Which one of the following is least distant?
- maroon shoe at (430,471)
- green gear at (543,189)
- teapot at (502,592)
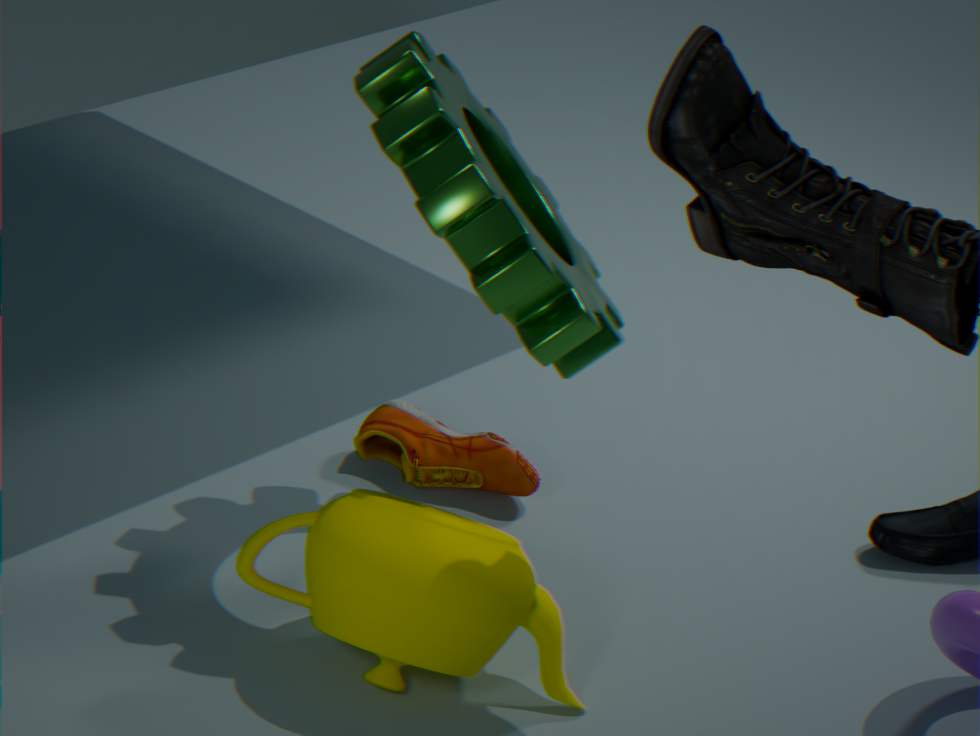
teapot at (502,592)
